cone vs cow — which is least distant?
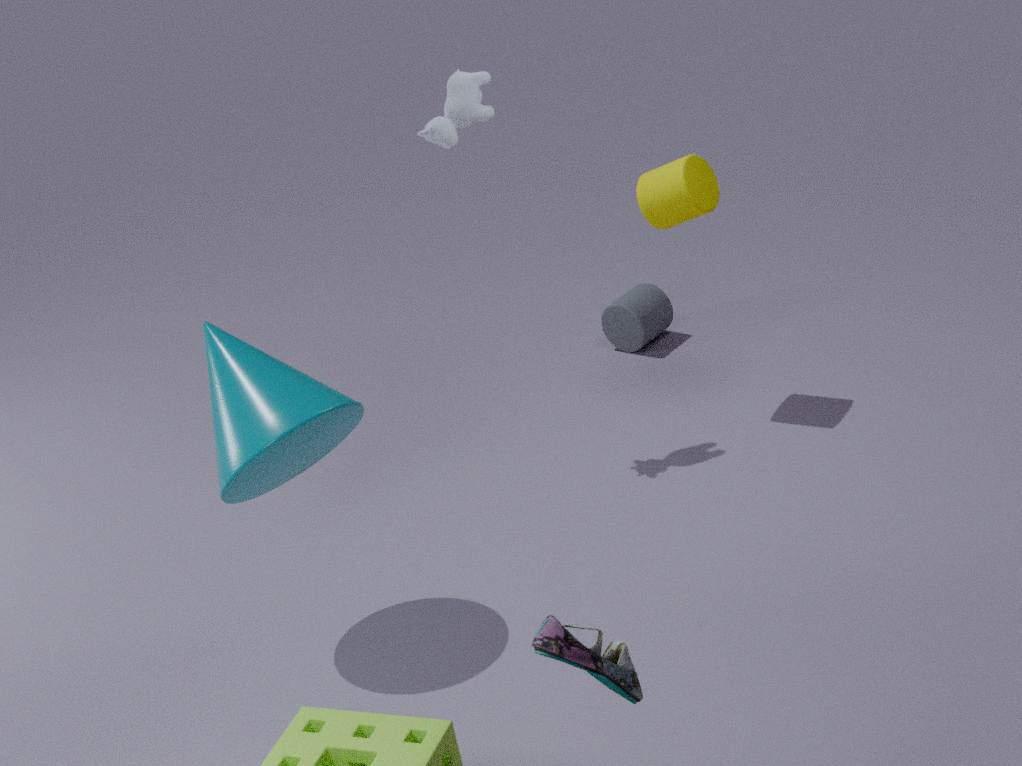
cone
